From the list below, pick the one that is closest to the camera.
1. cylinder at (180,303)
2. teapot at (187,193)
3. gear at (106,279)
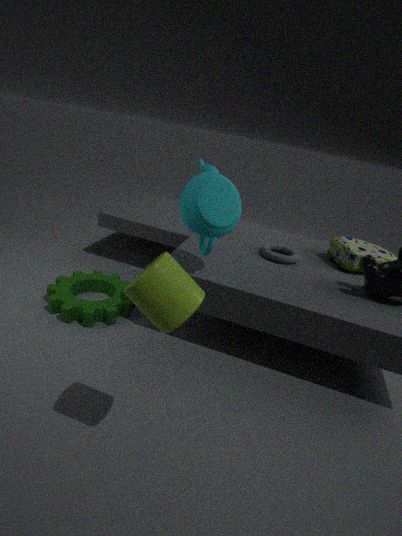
cylinder at (180,303)
